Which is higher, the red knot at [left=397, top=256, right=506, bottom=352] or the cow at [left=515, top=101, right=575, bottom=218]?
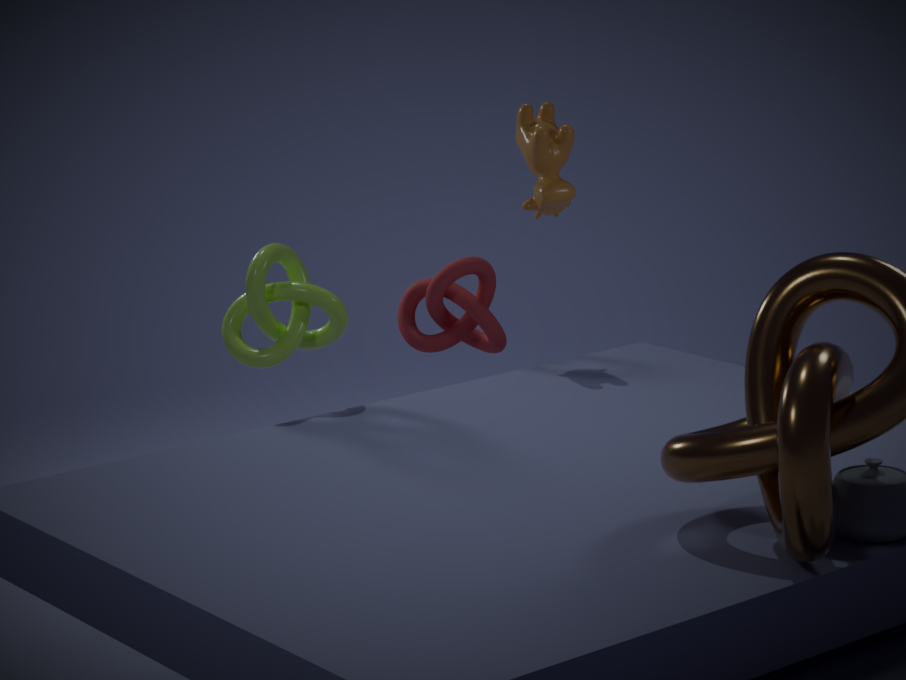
the cow at [left=515, top=101, right=575, bottom=218]
